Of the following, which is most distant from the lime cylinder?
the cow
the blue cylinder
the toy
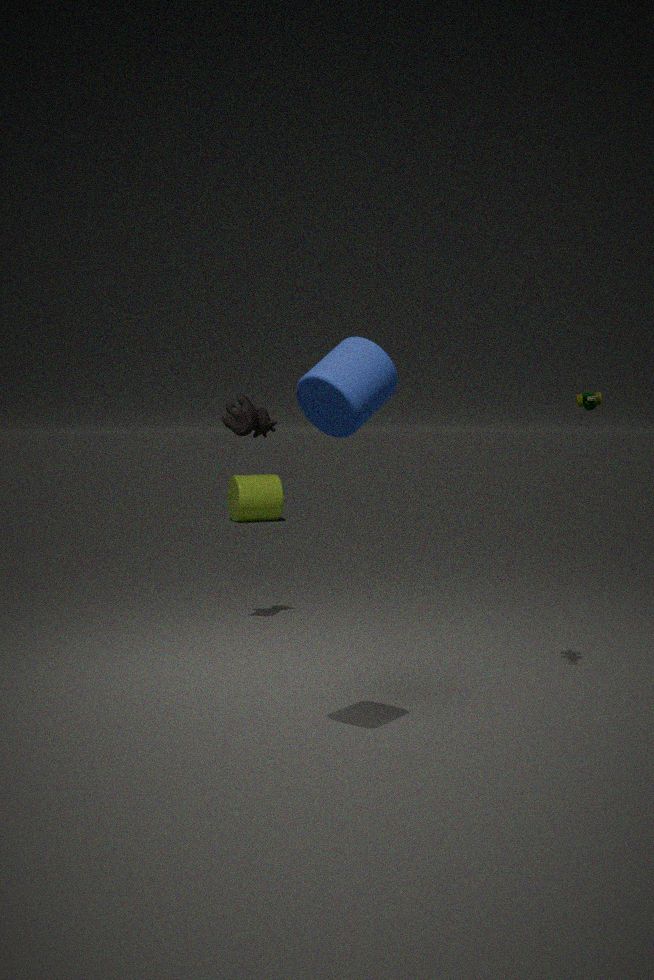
the blue cylinder
